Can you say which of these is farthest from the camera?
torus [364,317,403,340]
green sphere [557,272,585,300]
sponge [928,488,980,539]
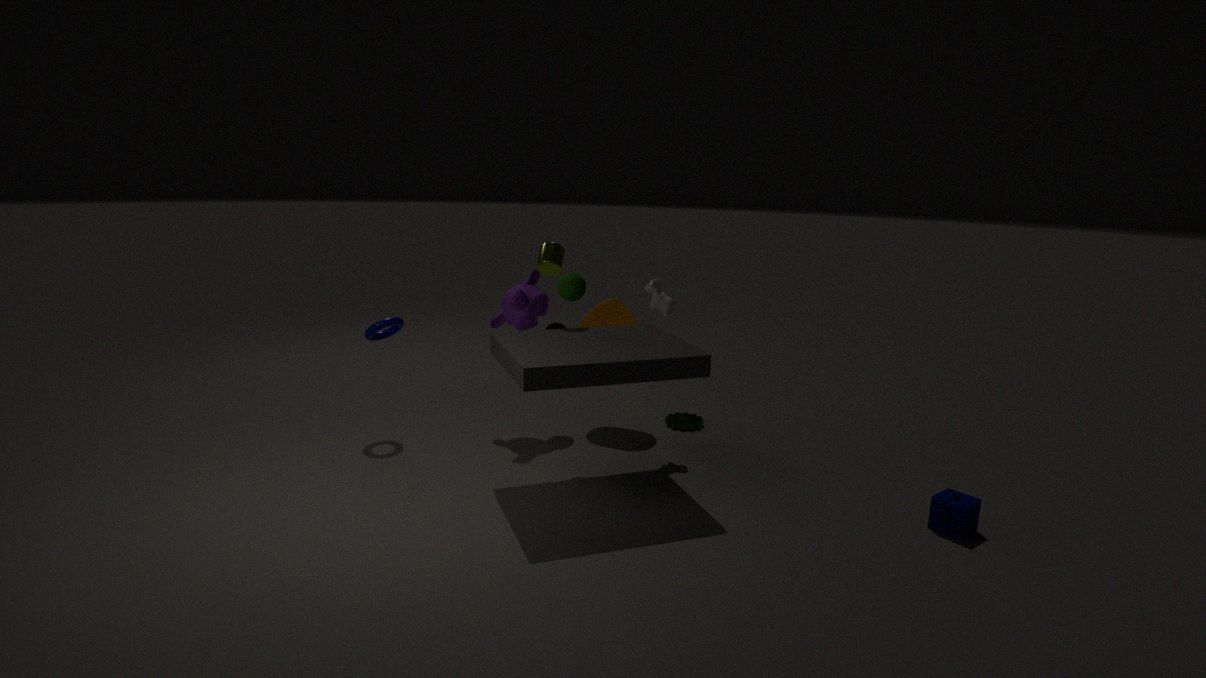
torus [364,317,403,340]
